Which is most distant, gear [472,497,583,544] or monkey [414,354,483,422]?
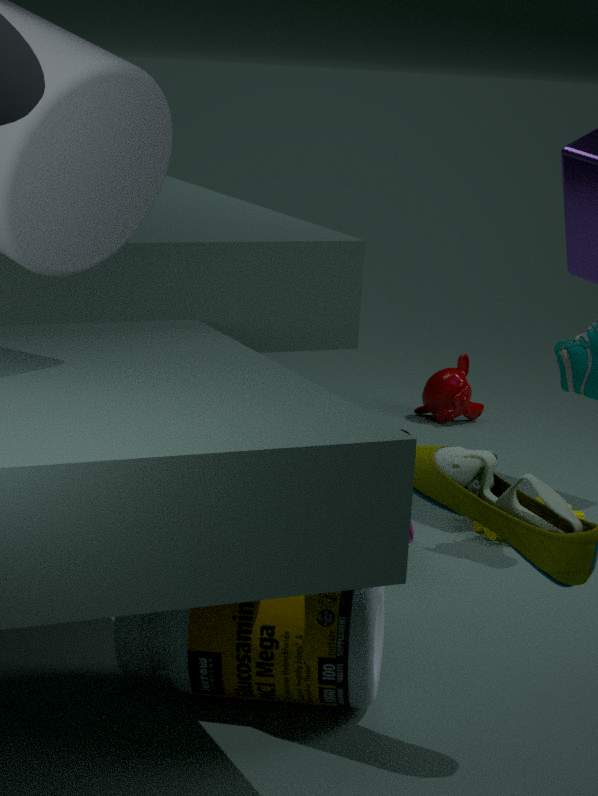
monkey [414,354,483,422]
